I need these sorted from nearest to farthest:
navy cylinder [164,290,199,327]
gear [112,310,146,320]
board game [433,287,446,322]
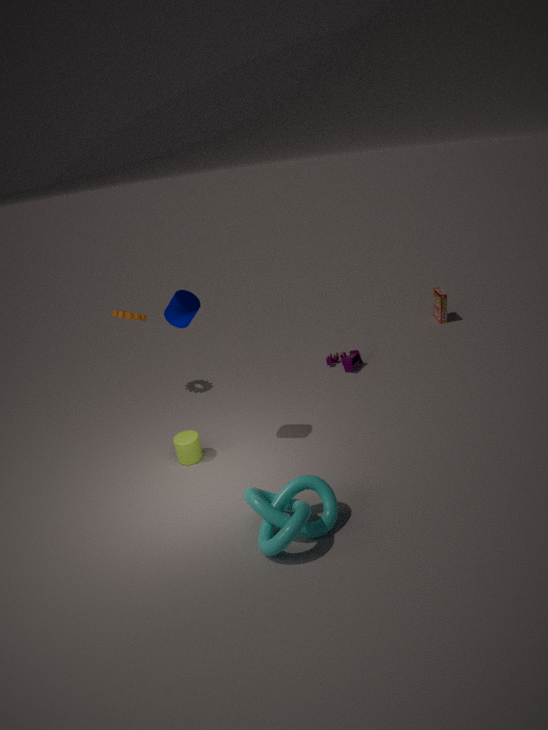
navy cylinder [164,290,199,327] → gear [112,310,146,320] → board game [433,287,446,322]
